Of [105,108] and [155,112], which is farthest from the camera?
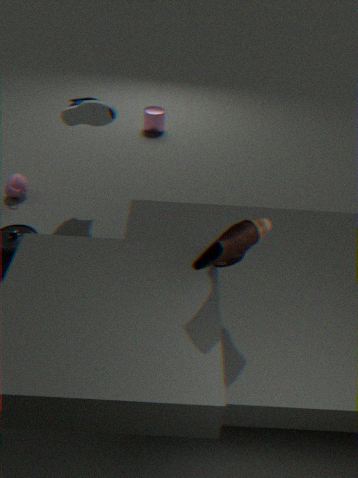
[155,112]
